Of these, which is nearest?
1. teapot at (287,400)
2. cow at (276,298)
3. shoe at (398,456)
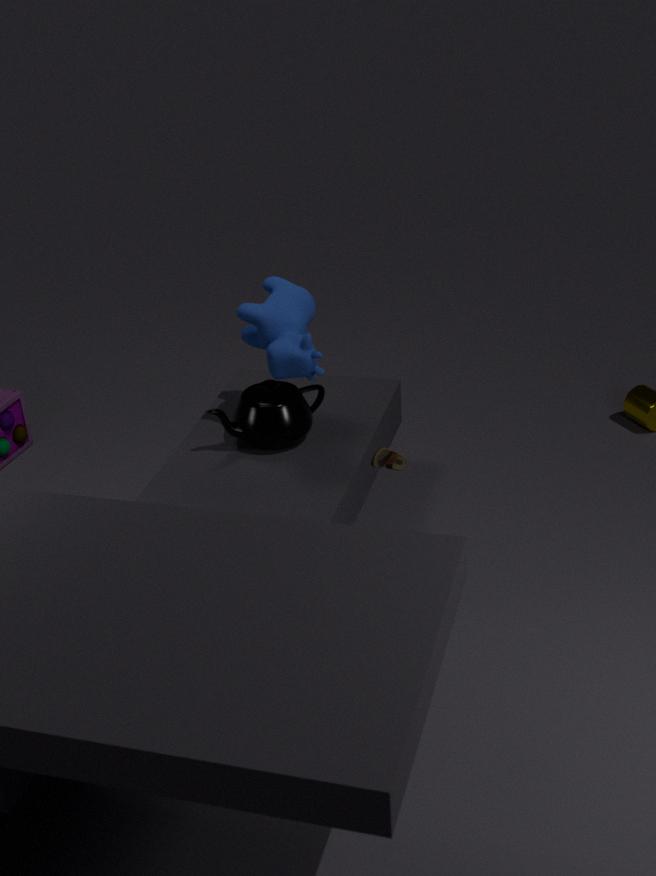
shoe at (398,456)
